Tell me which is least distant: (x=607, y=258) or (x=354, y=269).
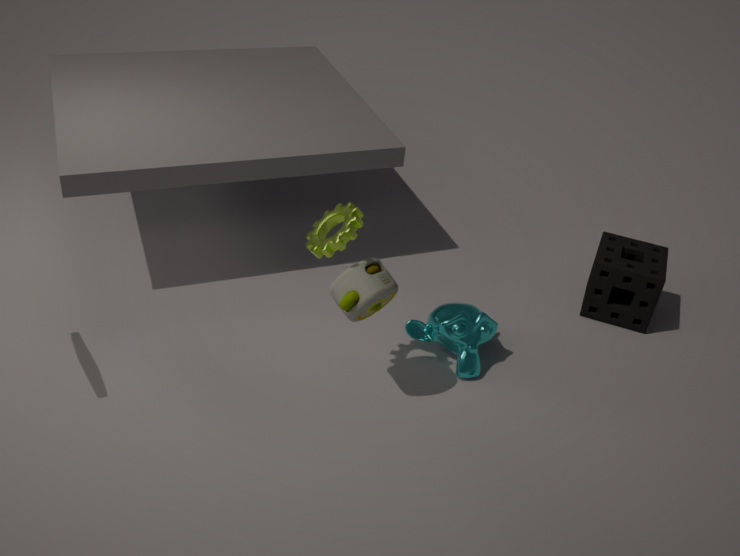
(x=354, y=269)
